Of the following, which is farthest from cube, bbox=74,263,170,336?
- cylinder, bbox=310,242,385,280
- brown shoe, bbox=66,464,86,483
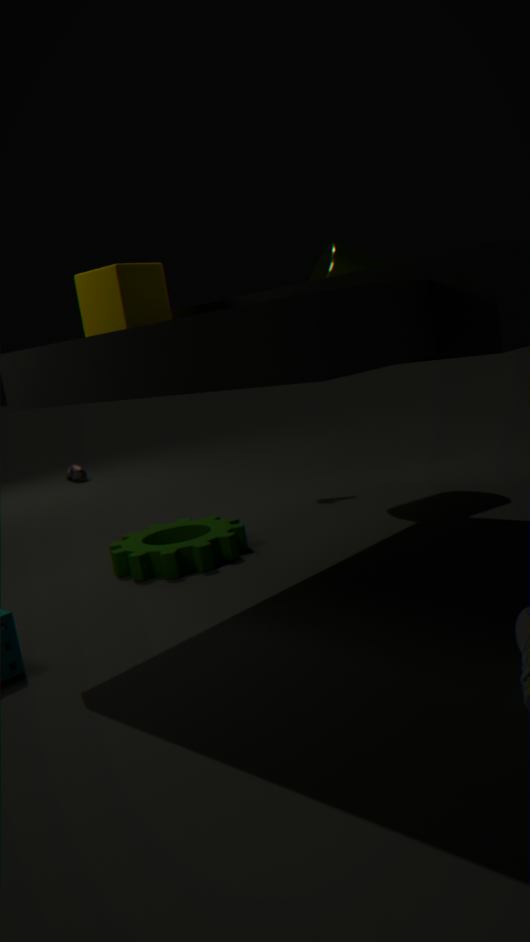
brown shoe, bbox=66,464,86,483
